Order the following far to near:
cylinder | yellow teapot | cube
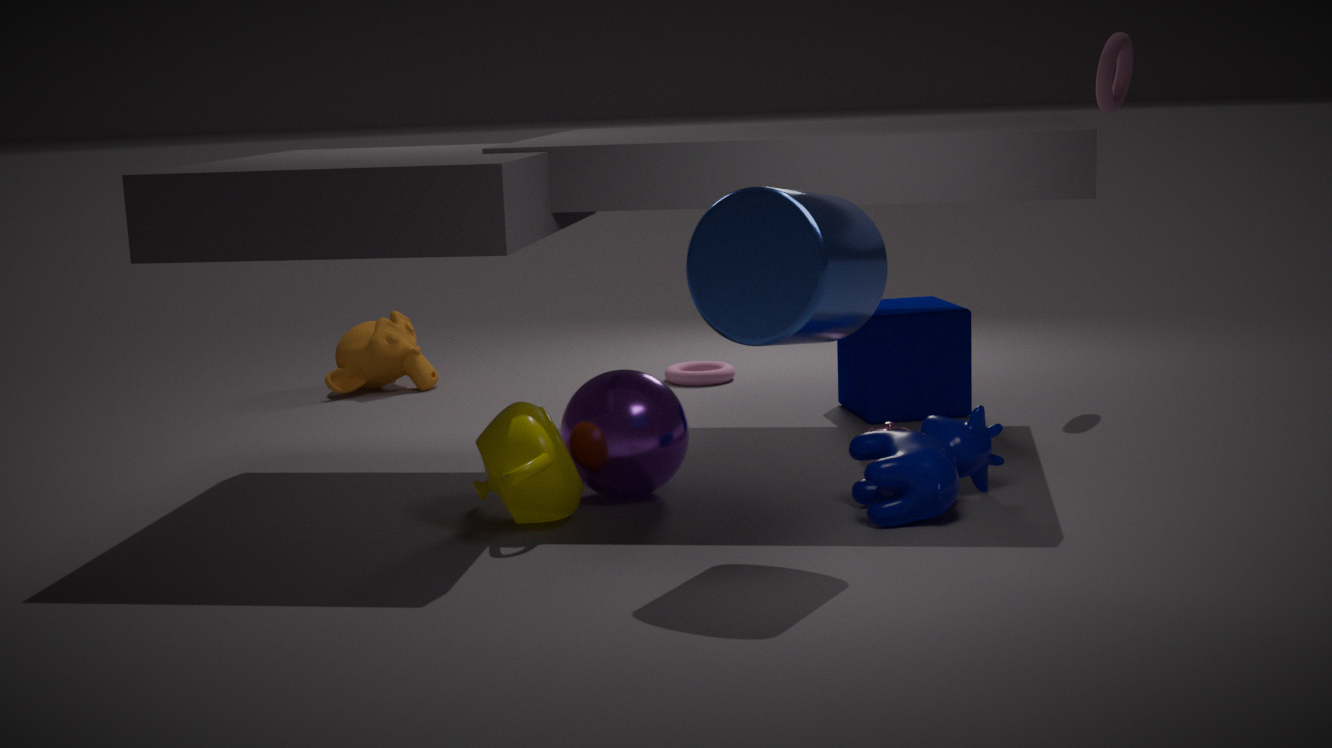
1. cube
2. yellow teapot
3. cylinder
